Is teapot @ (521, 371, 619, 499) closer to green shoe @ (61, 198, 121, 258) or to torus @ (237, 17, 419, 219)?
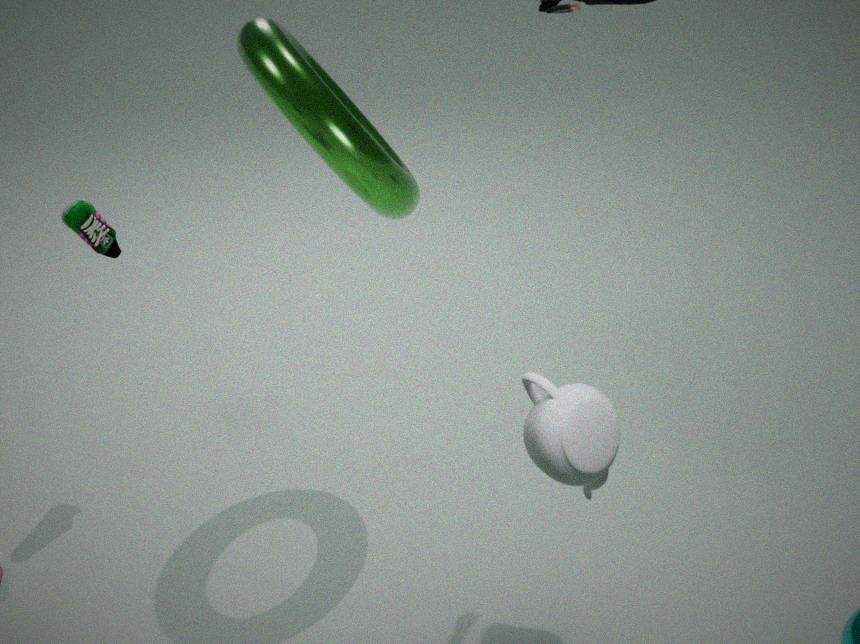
torus @ (237, 17, 419, 219)
